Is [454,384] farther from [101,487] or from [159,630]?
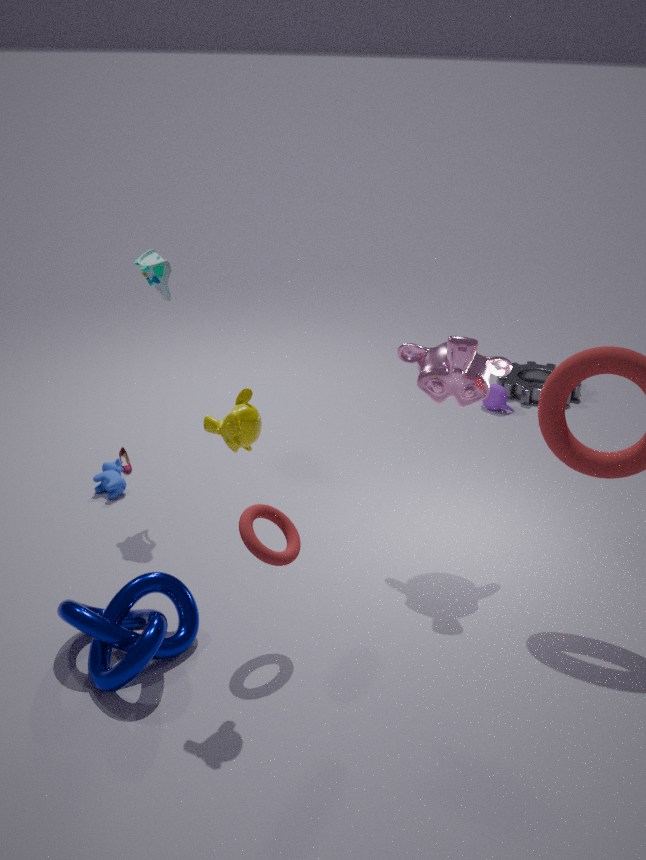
[101,487]
